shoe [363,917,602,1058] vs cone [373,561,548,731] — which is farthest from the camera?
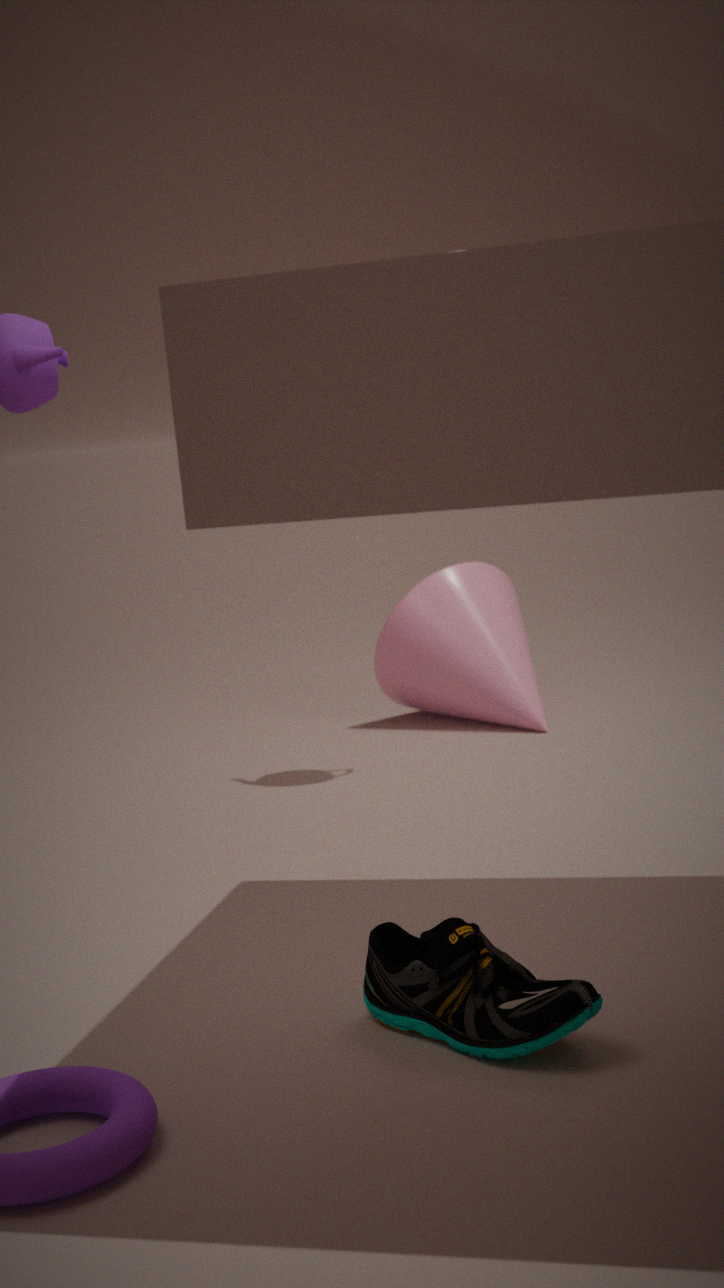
cone [373,561,548,731]
